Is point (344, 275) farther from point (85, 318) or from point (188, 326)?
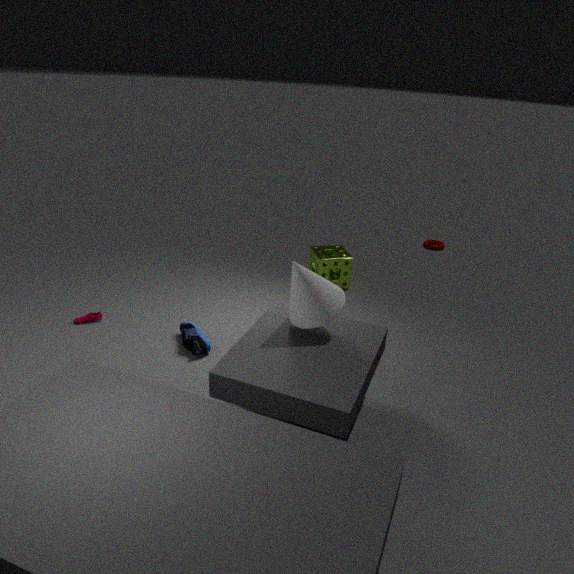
point (85, 318)
